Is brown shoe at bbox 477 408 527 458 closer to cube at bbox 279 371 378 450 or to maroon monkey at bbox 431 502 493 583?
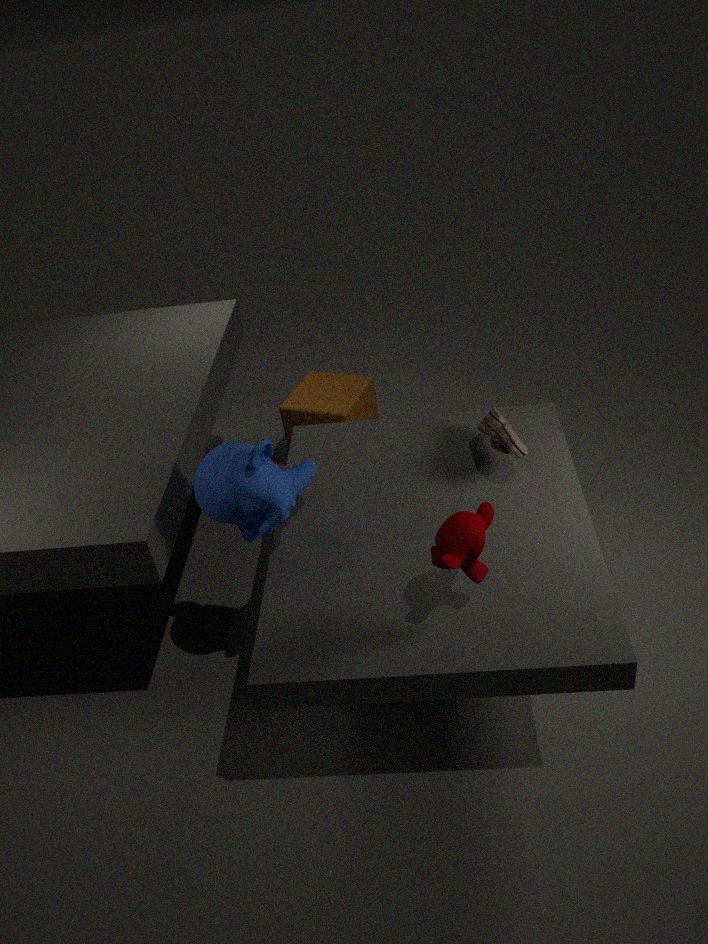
maroon monkey at bbox 431 502 493 583
